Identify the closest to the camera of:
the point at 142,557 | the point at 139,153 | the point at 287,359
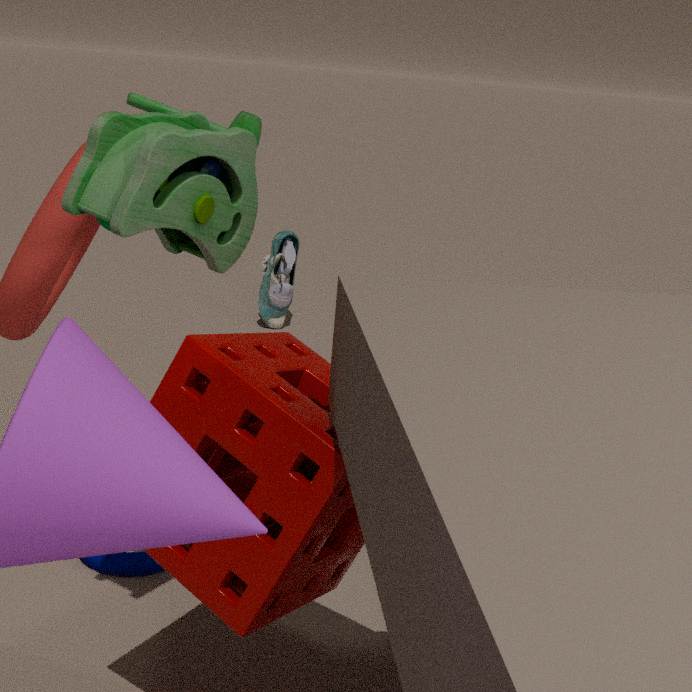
the point at 139,153
